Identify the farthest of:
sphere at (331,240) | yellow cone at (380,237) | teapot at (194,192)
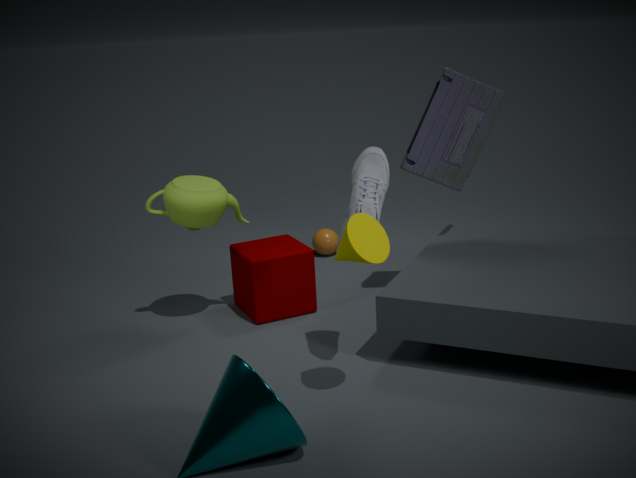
sphere at (331,240)
